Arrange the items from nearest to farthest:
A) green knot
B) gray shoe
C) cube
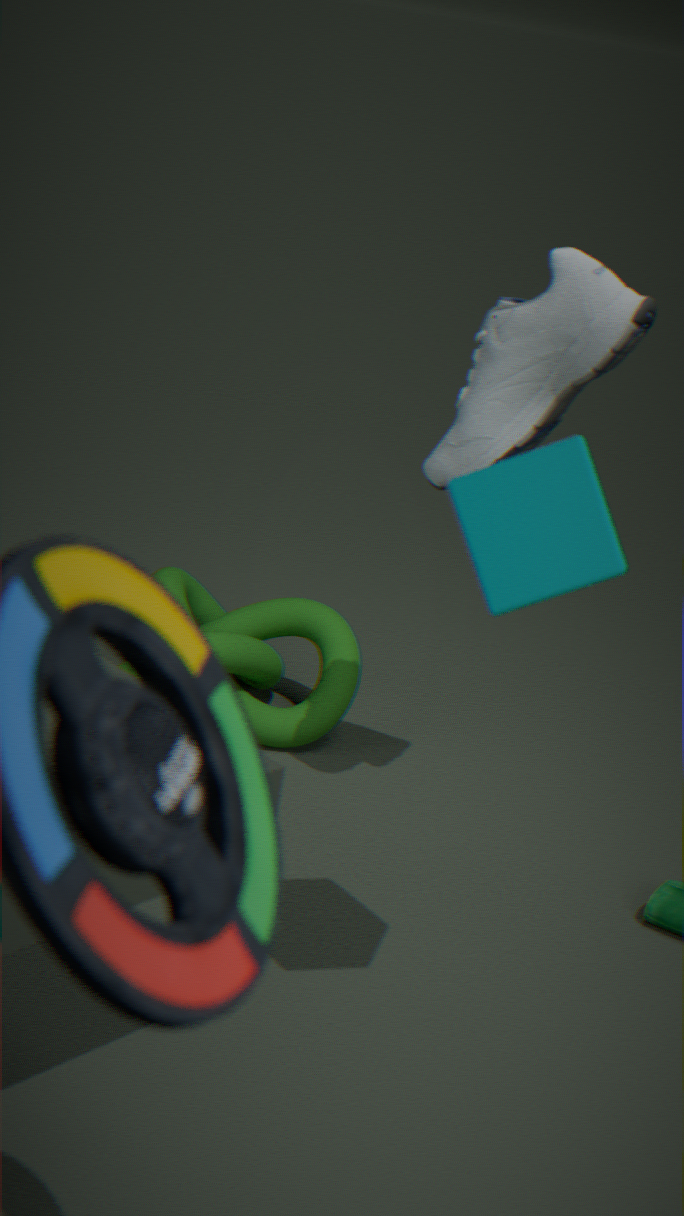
1. cube
2. gray shoe
3. green knot
